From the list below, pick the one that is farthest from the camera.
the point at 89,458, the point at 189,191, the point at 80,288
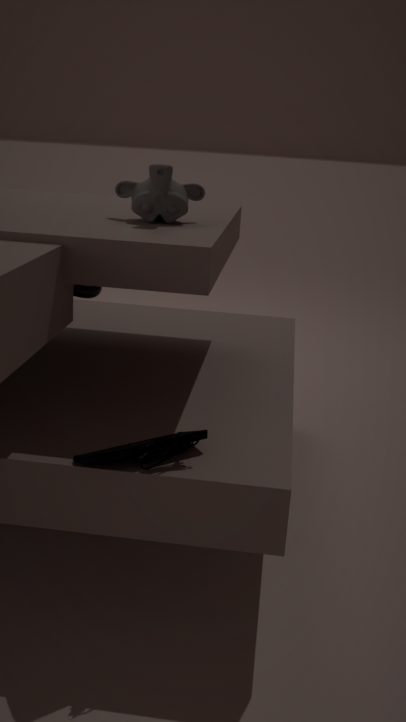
the point at 80,288
